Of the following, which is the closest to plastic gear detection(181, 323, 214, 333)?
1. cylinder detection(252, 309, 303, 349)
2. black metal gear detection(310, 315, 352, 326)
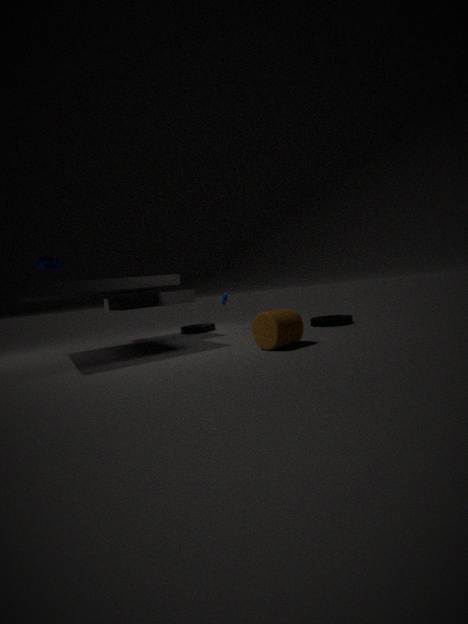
black metal gear detection(310, 315, 352, 326)
